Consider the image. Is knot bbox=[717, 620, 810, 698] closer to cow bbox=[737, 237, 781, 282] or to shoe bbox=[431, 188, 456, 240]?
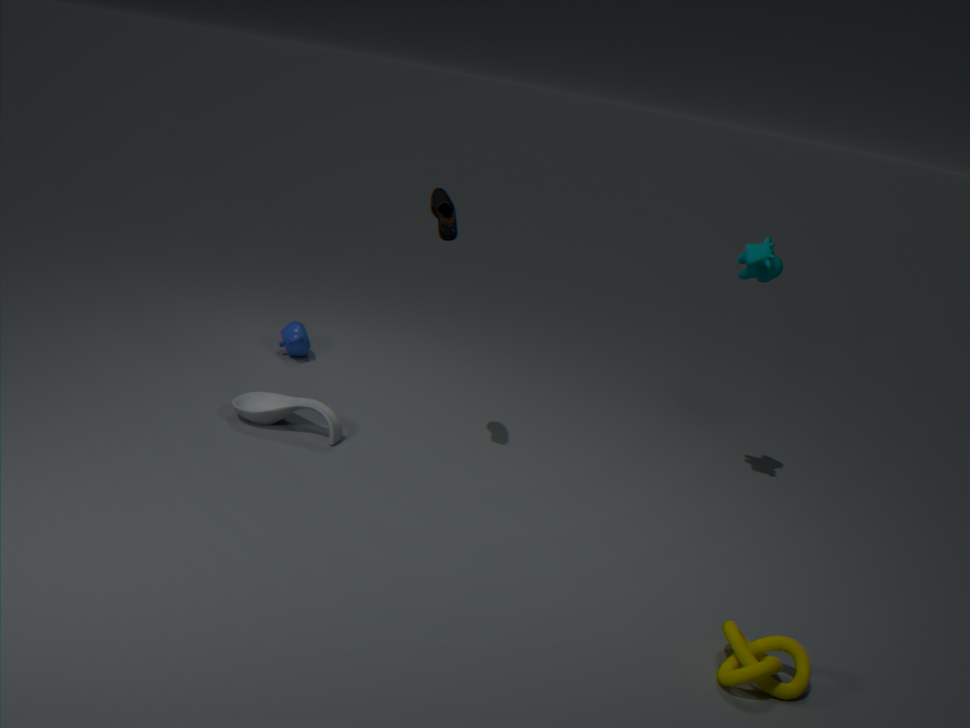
cow bbox=[737, 237, 781, 282]
